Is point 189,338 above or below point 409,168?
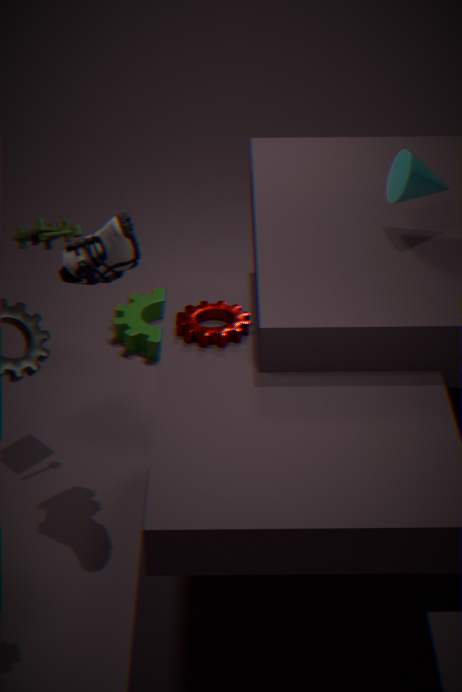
Result: below
